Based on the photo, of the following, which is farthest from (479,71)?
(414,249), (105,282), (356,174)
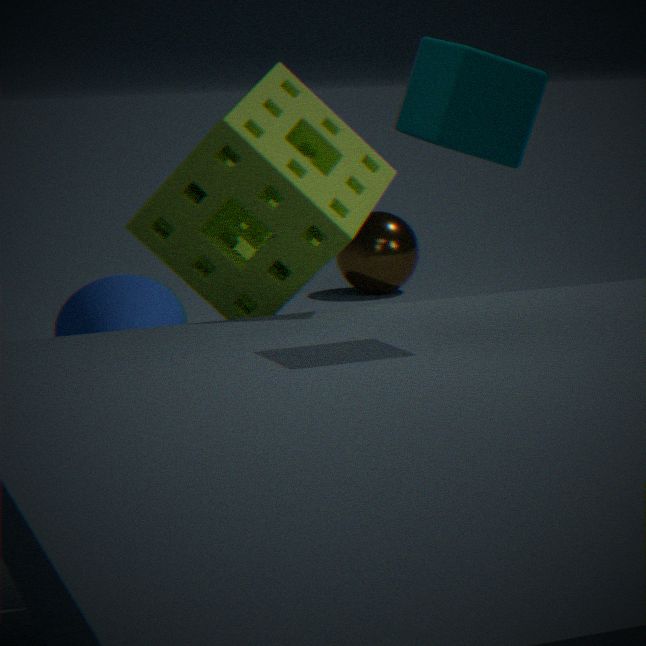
(414,249)
